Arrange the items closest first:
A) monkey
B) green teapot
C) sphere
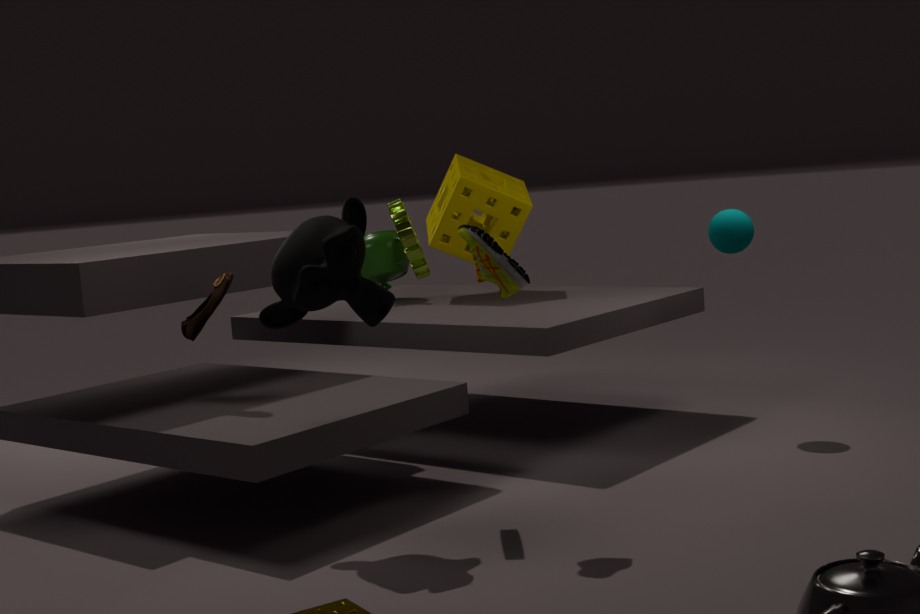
monkey → sphere → green teapot
